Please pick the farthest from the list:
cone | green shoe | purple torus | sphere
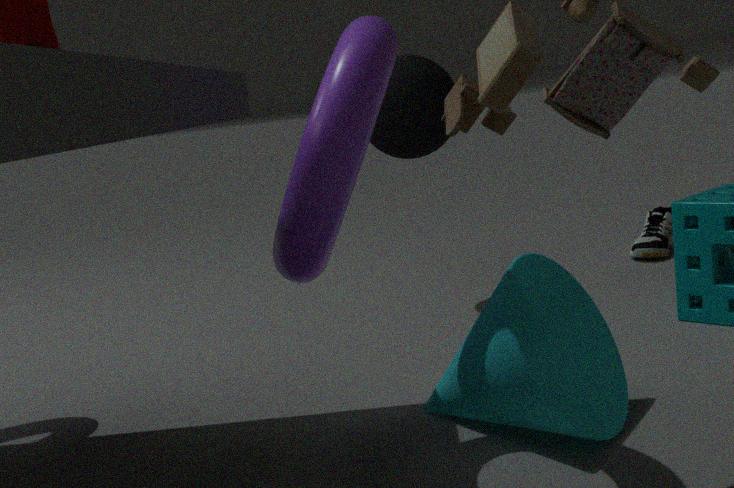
green shoe
